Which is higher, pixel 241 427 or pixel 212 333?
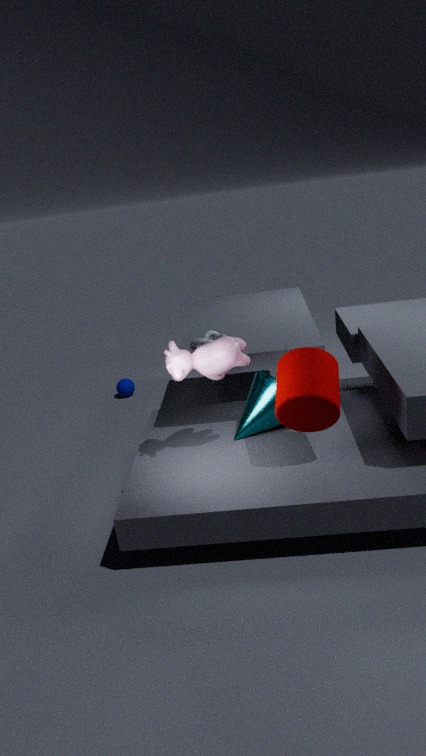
pixel 212 333
